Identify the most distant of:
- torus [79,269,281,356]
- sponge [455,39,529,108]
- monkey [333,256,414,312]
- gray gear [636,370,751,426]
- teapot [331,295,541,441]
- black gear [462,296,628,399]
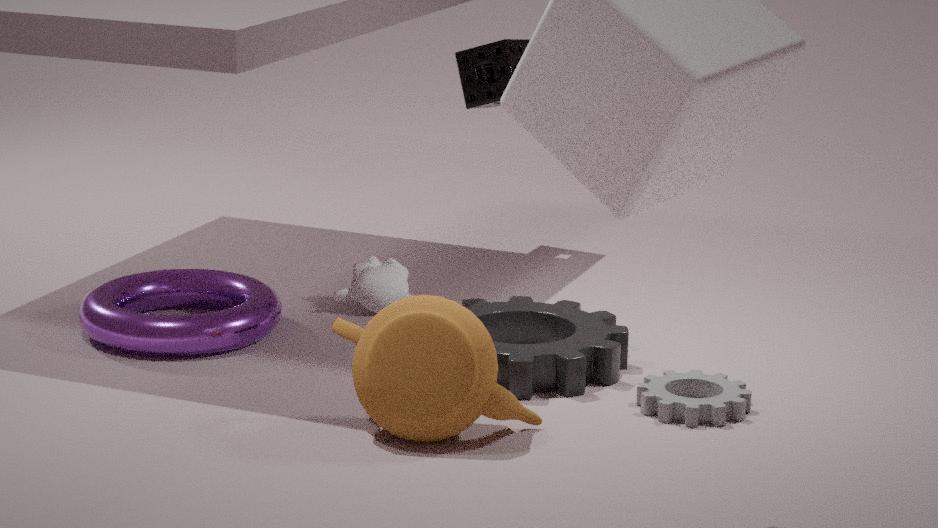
sponge [455,39,529,108]
